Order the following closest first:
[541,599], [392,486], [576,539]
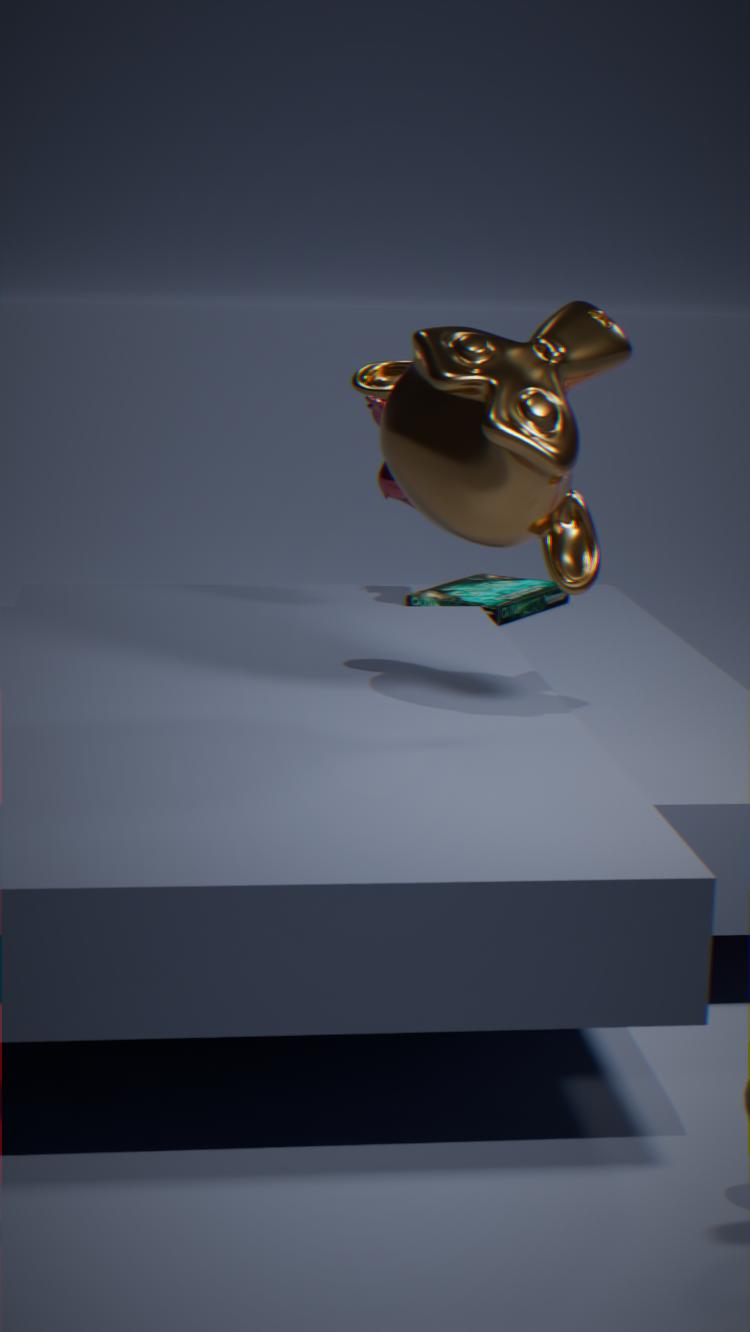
[576,539]
[392,486]
[541,599]
